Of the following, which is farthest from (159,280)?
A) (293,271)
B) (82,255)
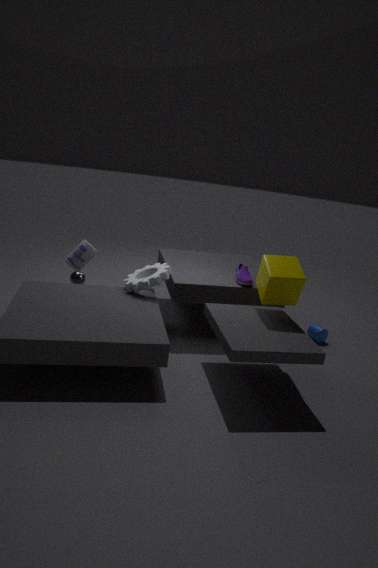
(293,271)
